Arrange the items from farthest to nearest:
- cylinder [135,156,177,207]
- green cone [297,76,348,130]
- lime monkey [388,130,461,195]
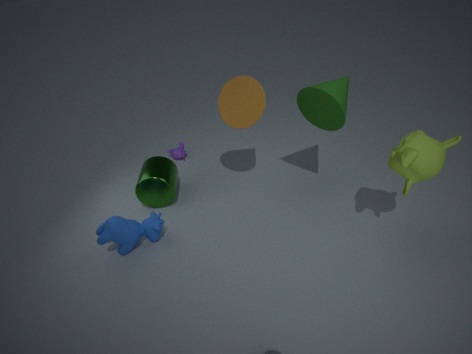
cylinder [135,156,177,207], green cone [297,76,348,130], lime monkey [388,130,461,195]
